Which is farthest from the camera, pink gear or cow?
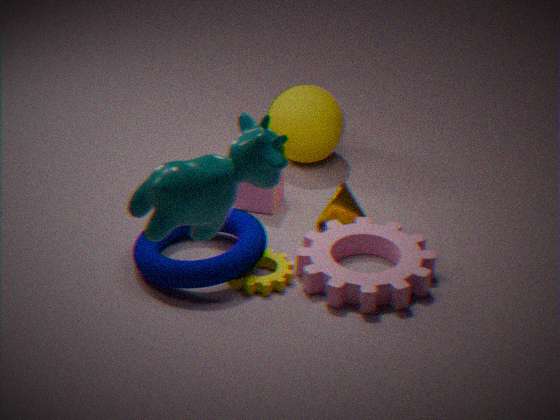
pink gear
